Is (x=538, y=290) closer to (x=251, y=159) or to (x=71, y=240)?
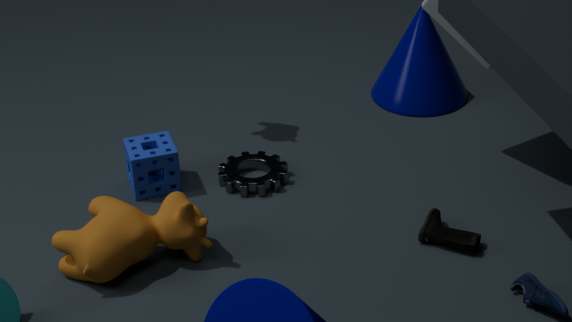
(x=251, y=159)
